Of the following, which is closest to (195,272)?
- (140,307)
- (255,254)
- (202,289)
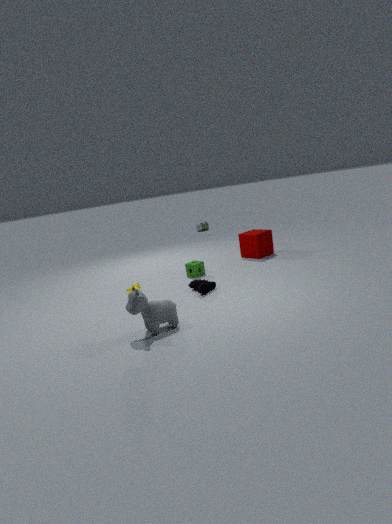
(202,289)
